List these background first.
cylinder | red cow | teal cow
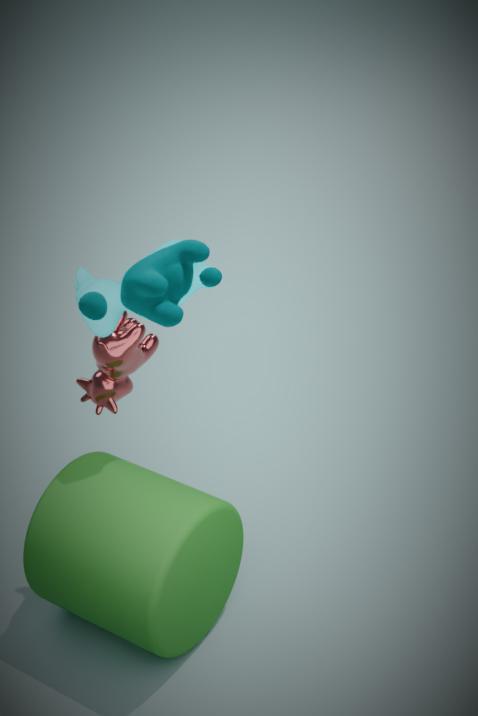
1. red cow
2. cylinder
3. teal cow
